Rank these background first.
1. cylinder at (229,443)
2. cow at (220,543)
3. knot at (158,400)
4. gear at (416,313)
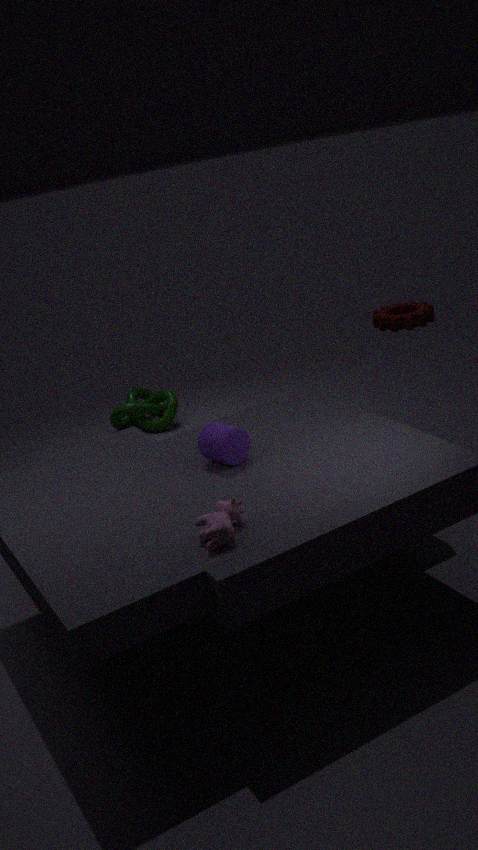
1. gear at (416,313)
2. knot at (158,400)
3. cylinder at (229,443)
4. cow at (220,543)
